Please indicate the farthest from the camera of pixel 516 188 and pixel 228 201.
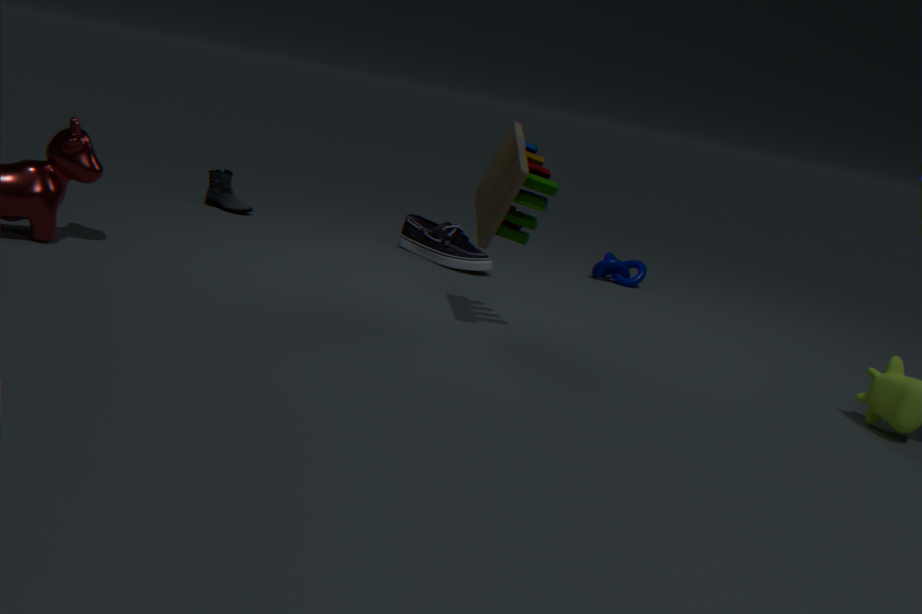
pixel 228 201
